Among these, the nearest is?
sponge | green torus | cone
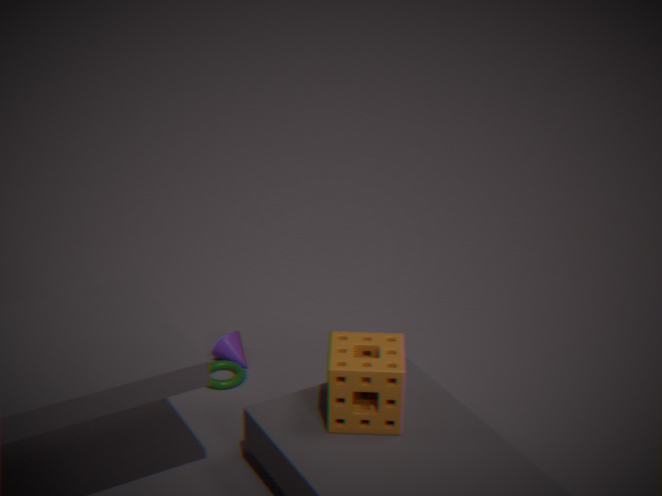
sponge
